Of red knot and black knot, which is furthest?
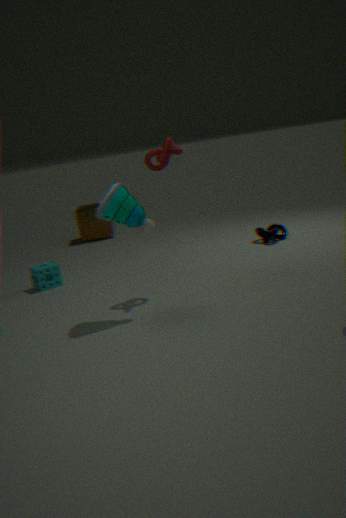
black knot
